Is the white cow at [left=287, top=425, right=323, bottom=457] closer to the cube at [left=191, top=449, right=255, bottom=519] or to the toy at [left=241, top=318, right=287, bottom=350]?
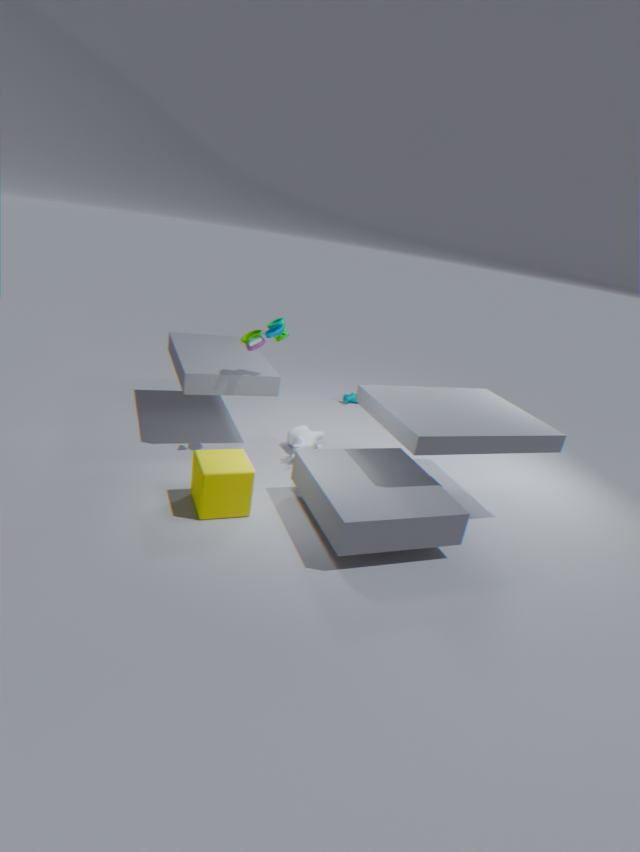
the cube at [left=191, top=449, right=255, bottom=519]
